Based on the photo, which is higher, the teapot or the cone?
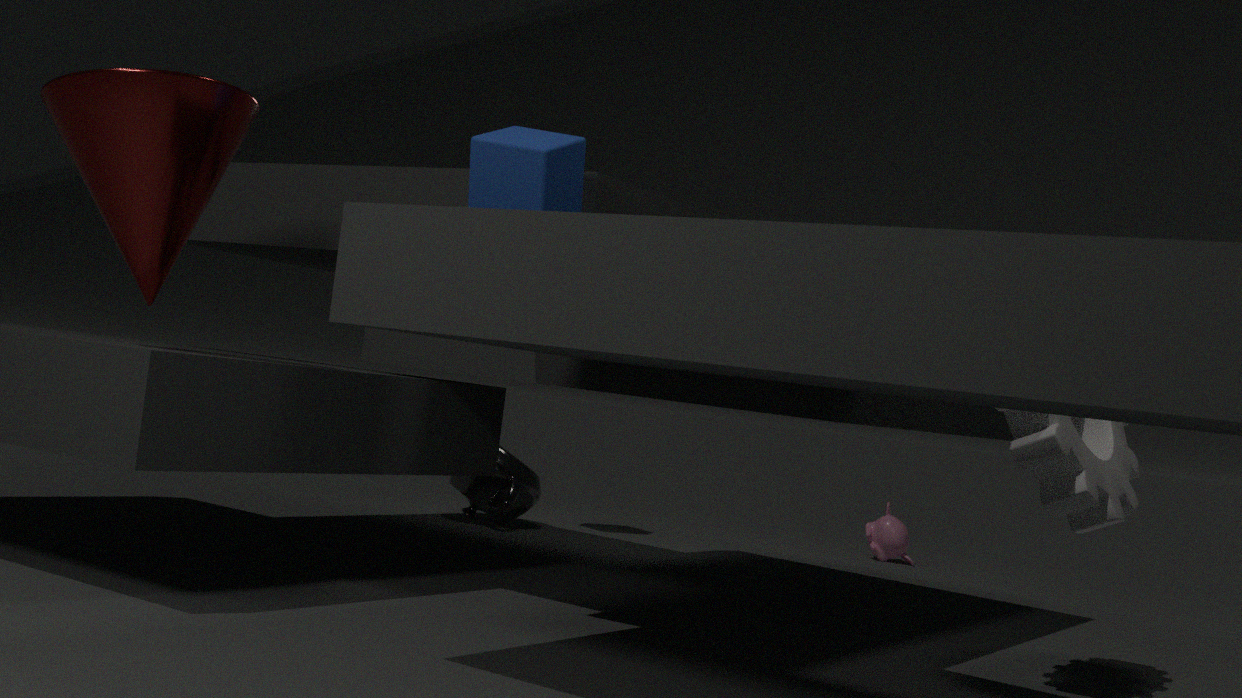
the cone
